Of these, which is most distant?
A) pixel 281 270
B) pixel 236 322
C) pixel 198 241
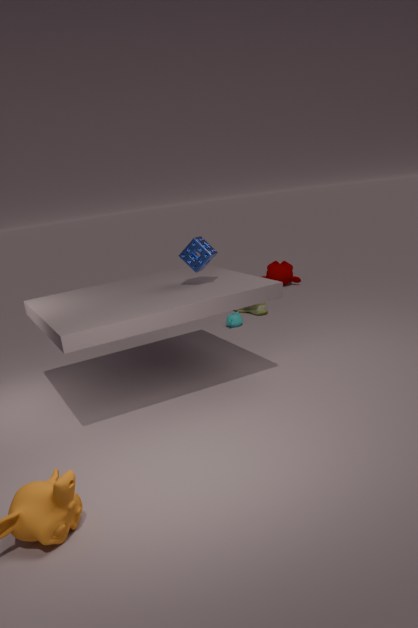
pixel 281 270
